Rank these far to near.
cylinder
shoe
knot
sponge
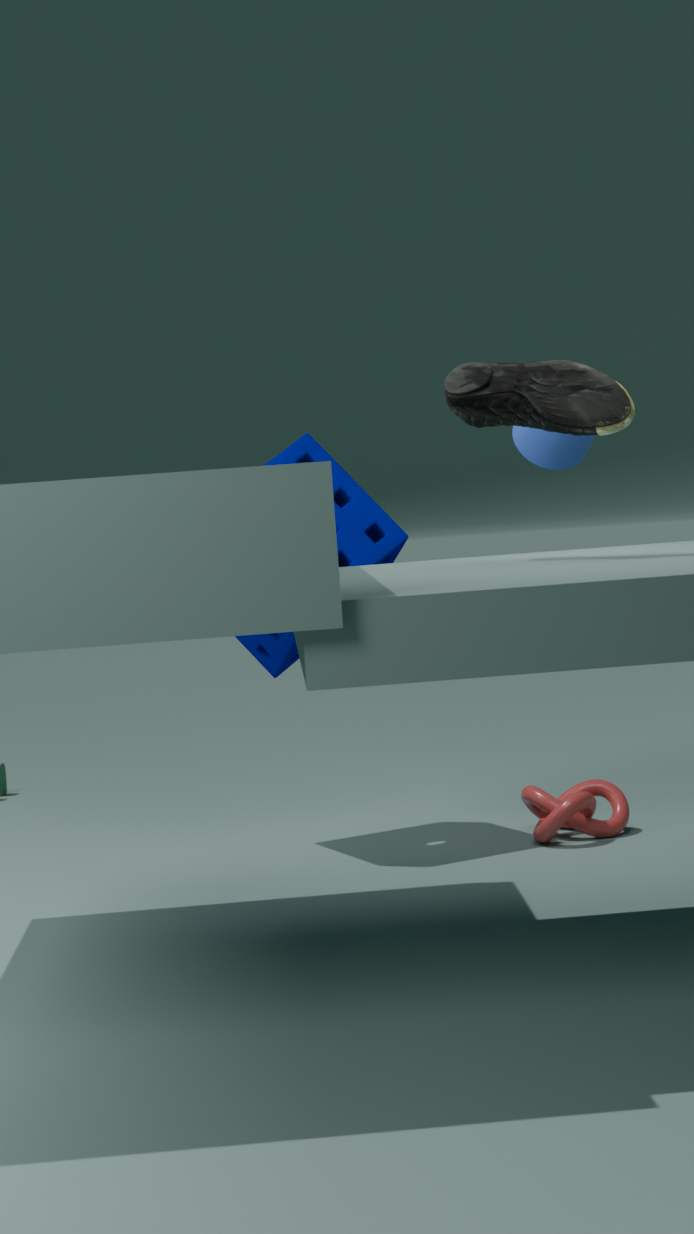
1. sponge
2. knot
3. cylinder
4. shoe
